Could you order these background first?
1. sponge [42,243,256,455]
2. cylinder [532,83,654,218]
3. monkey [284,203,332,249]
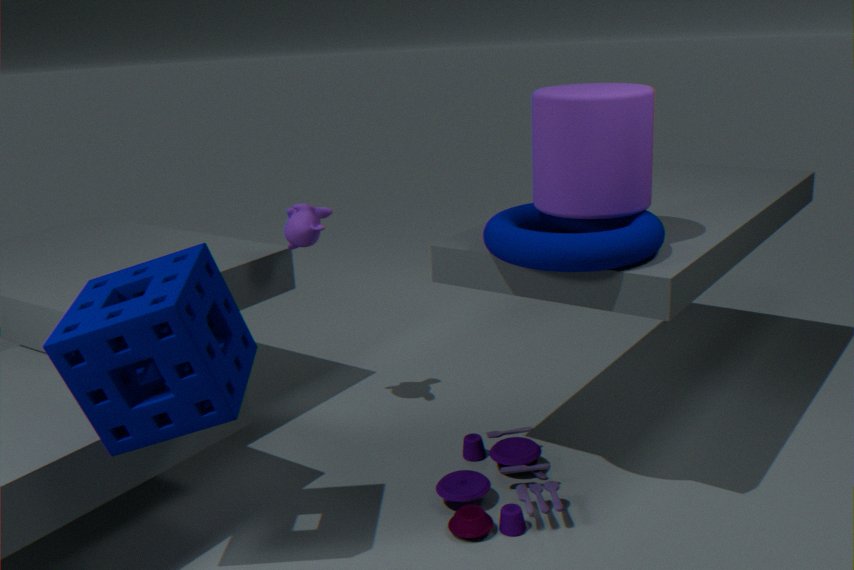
monkey [284,203,332,249] < cylinder [532,83,654,218] < sponge [42,243,256,455]
